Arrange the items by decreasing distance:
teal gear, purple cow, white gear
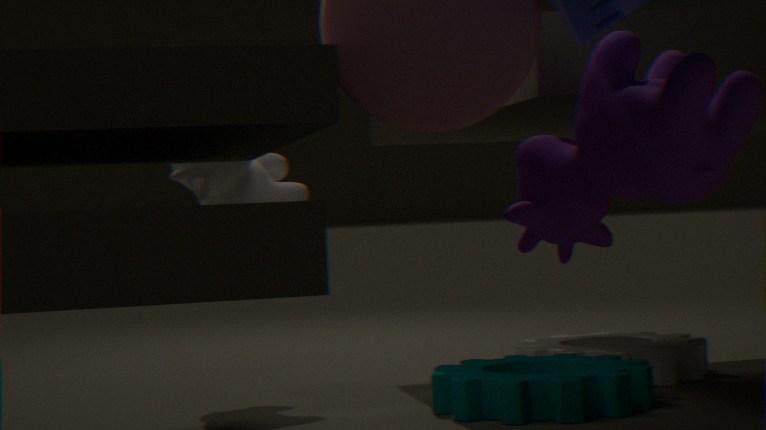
white gear, teal gear, purple cow
